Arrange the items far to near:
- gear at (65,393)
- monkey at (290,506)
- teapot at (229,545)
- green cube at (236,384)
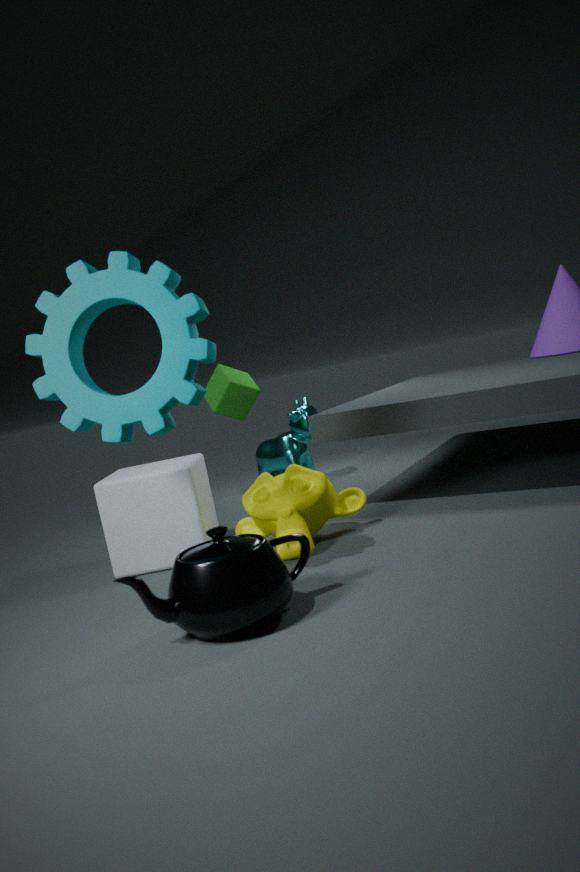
1. green cube at (236,384)
2. monkey at (290,506)
3. gear at (65,393)
4. teapot at (229,545)
